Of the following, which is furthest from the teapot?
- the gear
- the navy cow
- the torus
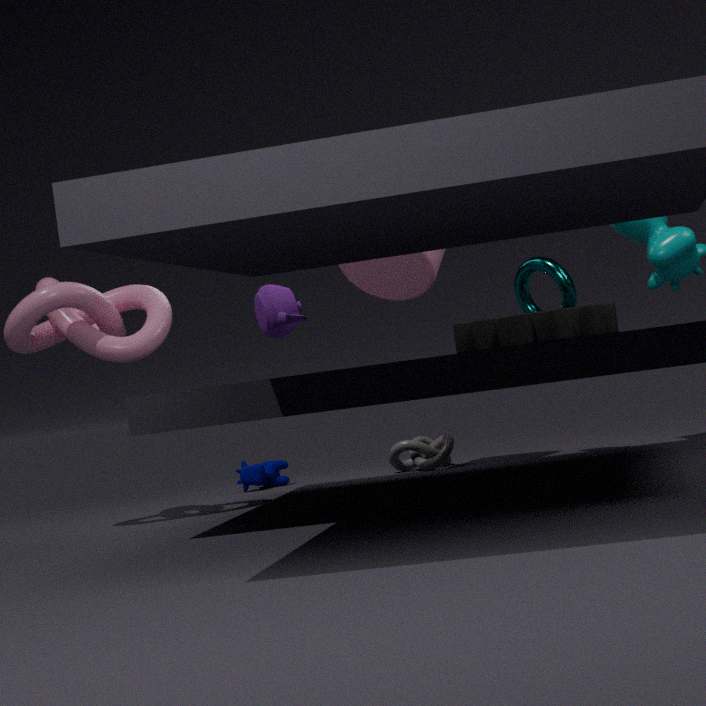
the navy cow
